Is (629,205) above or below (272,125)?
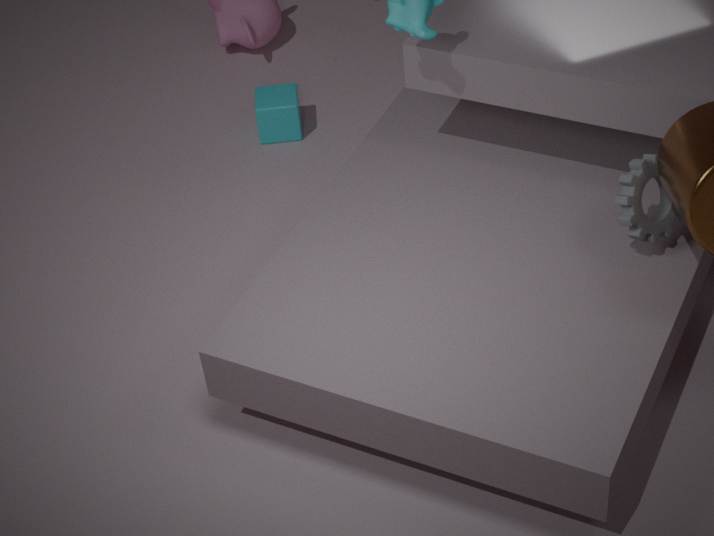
above
